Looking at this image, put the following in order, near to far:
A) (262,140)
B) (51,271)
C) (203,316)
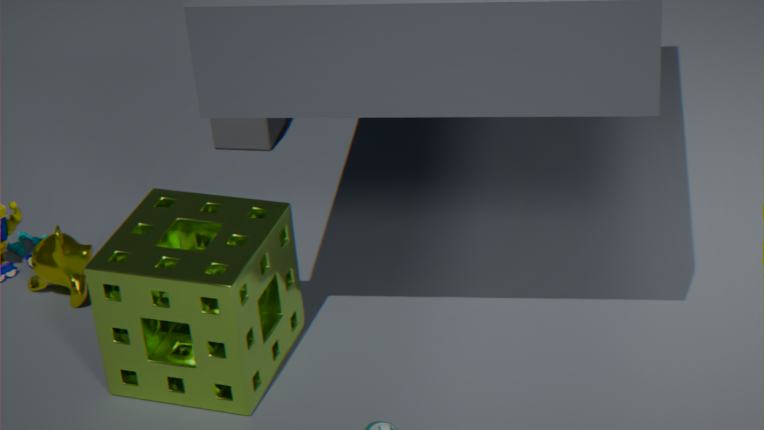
(203,316) → (51,271) → (262,140)
